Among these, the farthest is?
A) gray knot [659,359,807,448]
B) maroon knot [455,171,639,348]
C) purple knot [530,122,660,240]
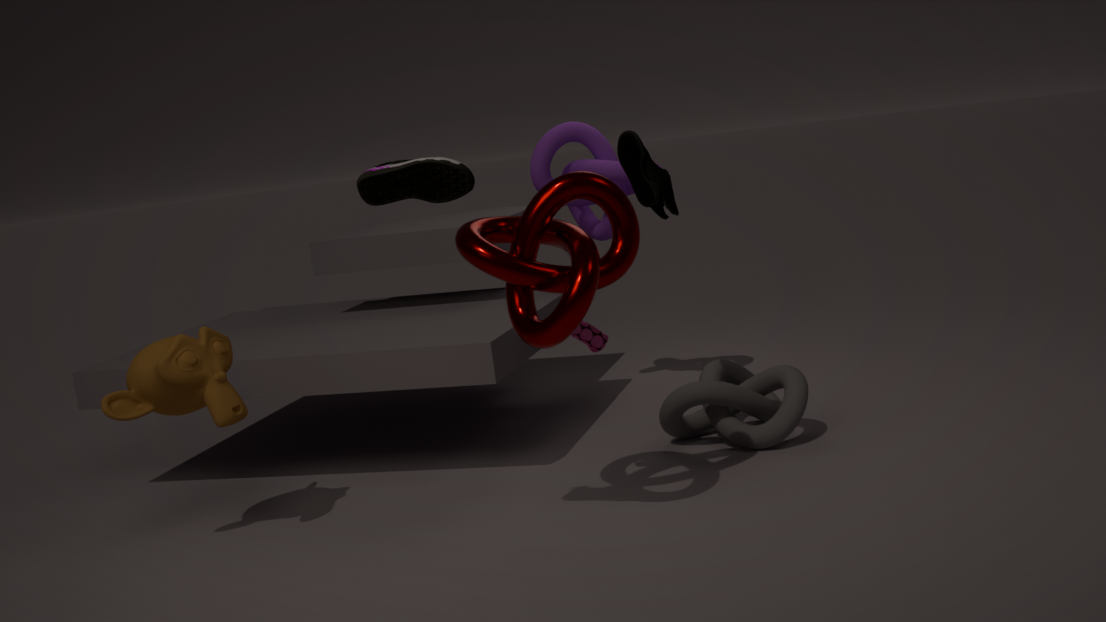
purple knot [530,122,660,240]
